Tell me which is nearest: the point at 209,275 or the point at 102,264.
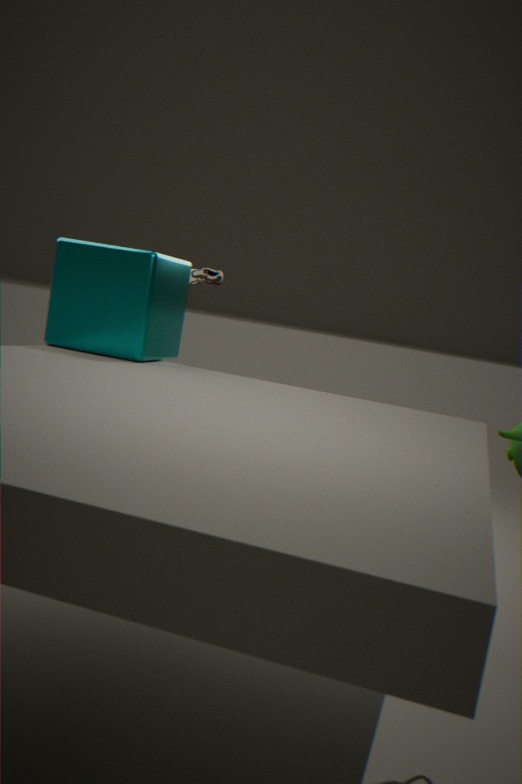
the point at 102,264
